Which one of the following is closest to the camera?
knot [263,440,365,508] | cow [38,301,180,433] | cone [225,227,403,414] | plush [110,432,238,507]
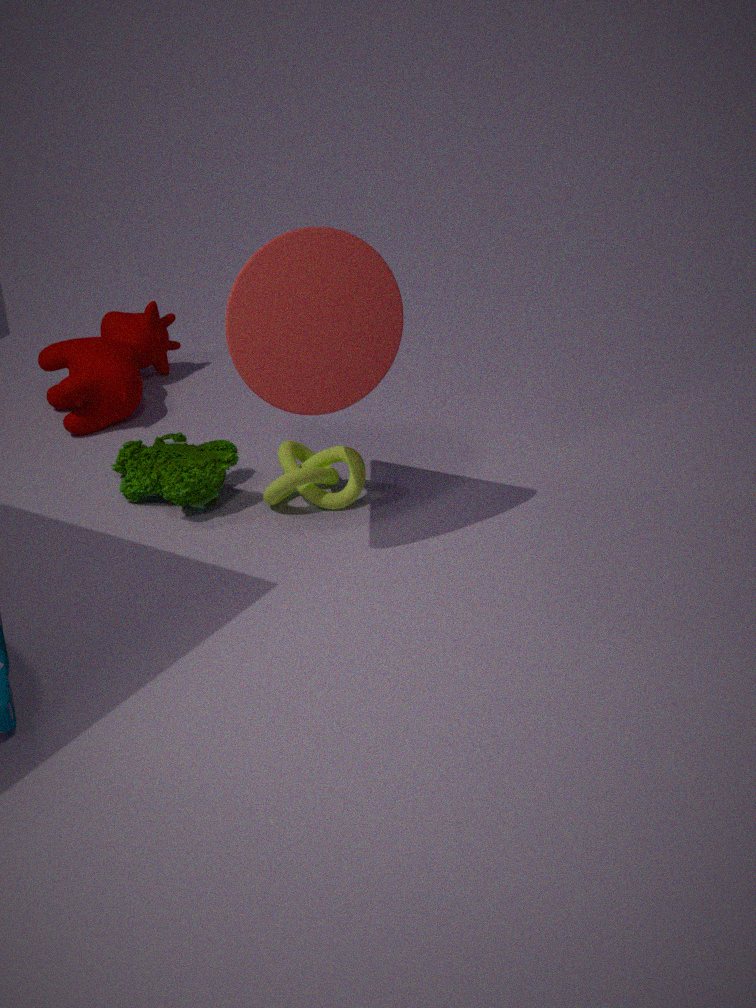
cone [225,227,403,414]
